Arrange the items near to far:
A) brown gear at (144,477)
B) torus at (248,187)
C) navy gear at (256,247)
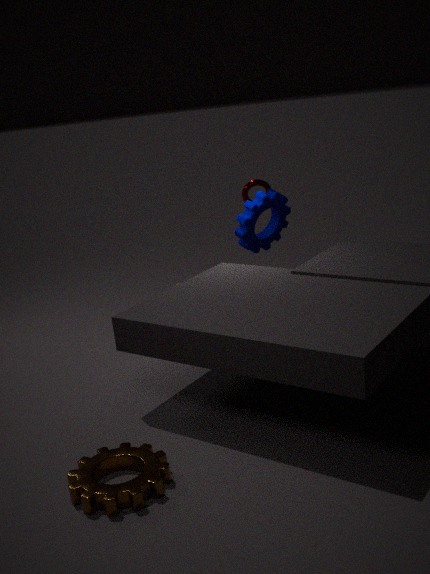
1. brown gear at (144,477)
2. navy gear at (256,247)
3. torus at (248,187)
